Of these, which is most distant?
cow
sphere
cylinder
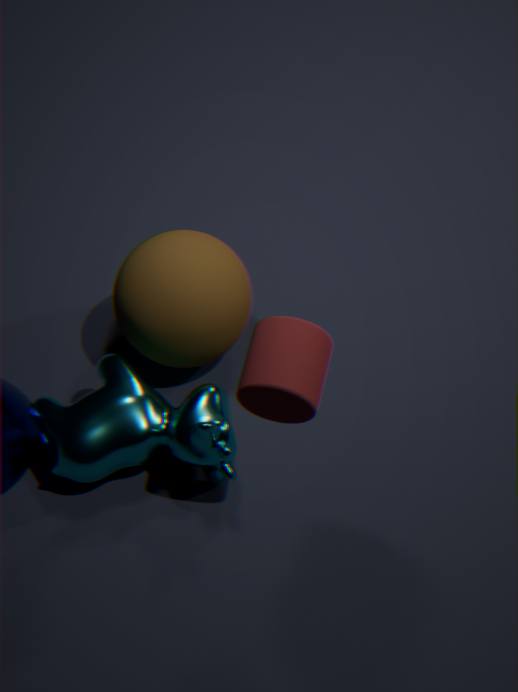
sphere
